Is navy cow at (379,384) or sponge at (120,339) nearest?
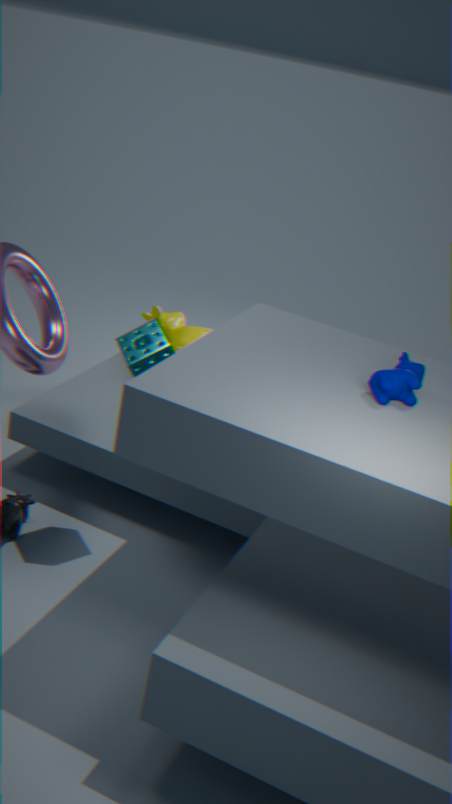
navy cow at (379,384)
